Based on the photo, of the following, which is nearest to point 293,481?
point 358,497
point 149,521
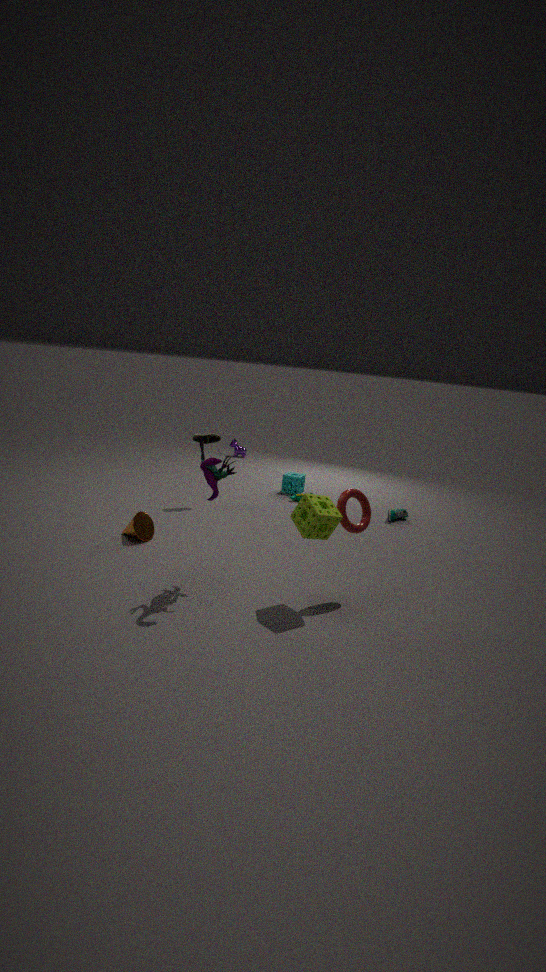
point 149,521
